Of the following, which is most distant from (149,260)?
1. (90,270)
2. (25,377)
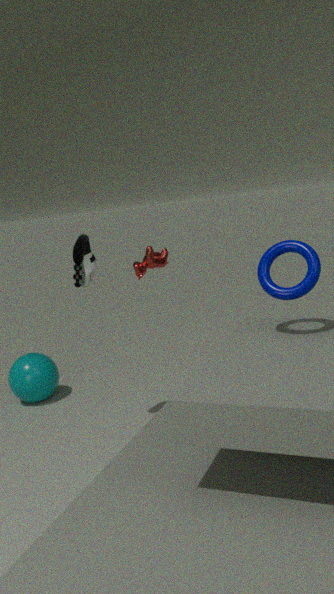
(25,377)
